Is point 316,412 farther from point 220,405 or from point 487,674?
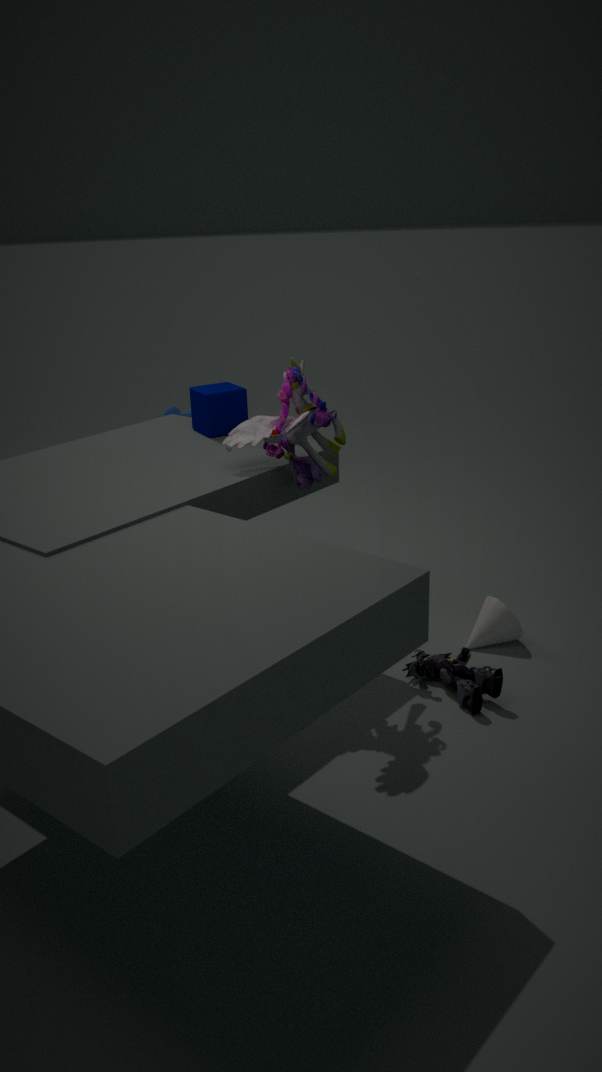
point 487,674
